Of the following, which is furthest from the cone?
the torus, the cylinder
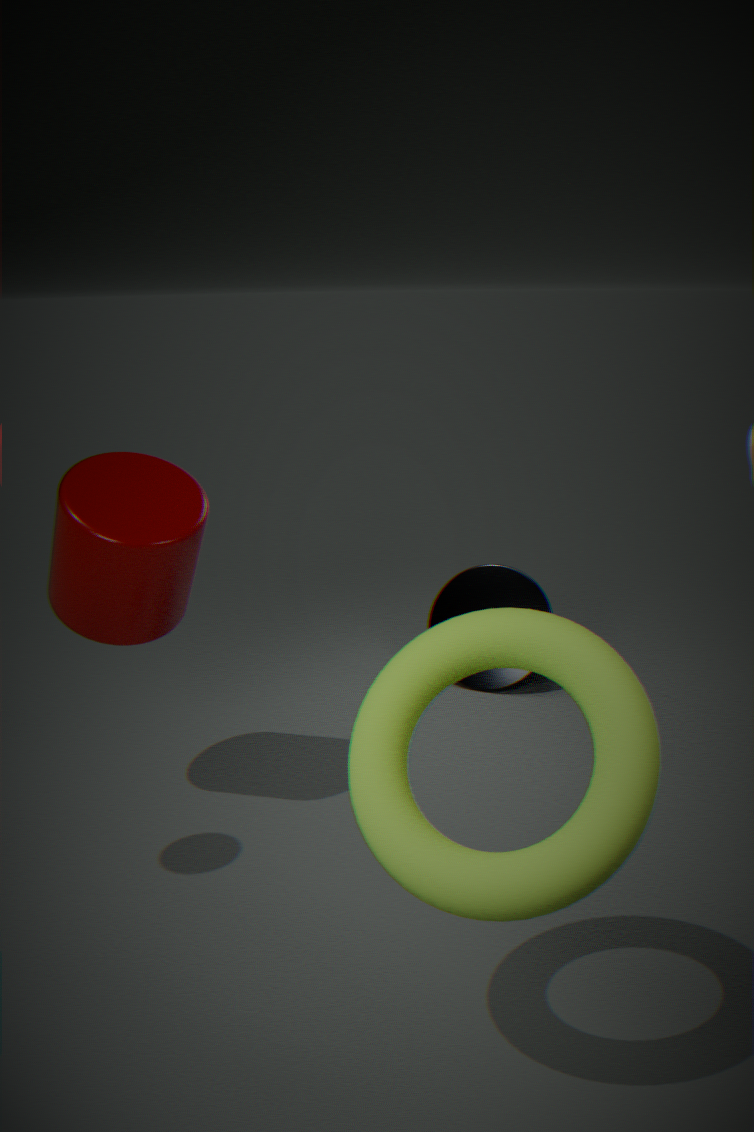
the torus
